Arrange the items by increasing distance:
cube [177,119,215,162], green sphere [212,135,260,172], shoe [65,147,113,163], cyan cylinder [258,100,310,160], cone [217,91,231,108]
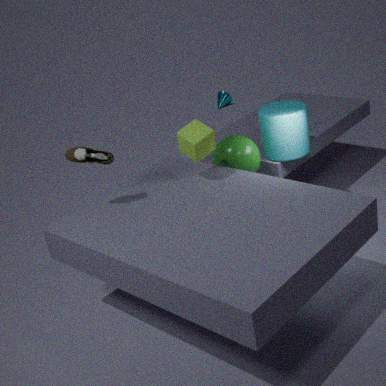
shoe [65,147,113,163]
cube [177,119,215,162]
green sphere [212,135,260,172]
cyan cylinder [258,100,310,160]
cone [217,91,231,108]
